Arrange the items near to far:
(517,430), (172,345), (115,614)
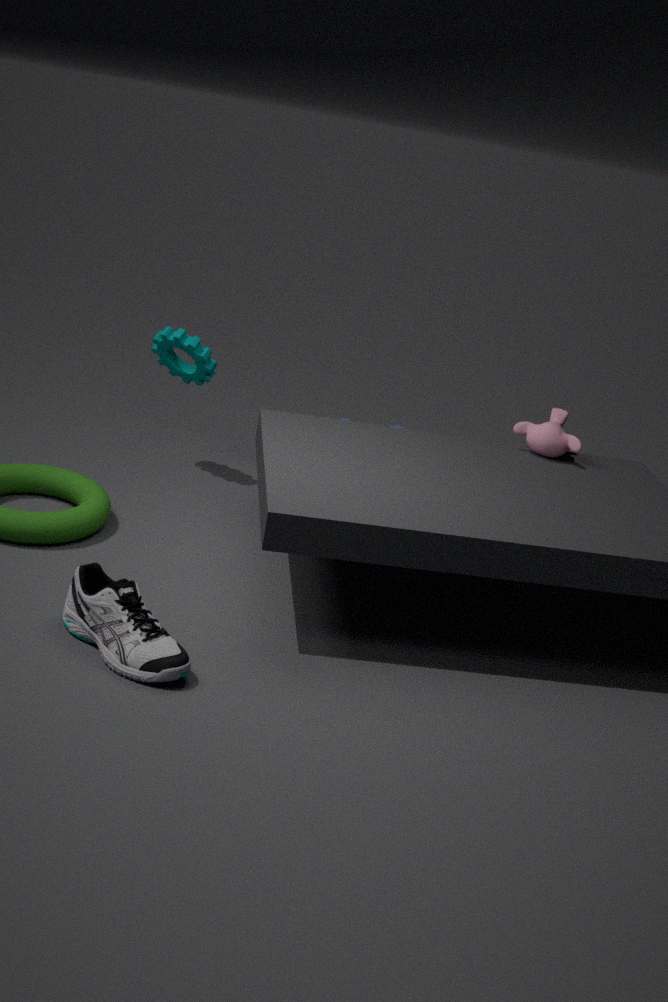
(115,614) → (517,430) → (172,345)
